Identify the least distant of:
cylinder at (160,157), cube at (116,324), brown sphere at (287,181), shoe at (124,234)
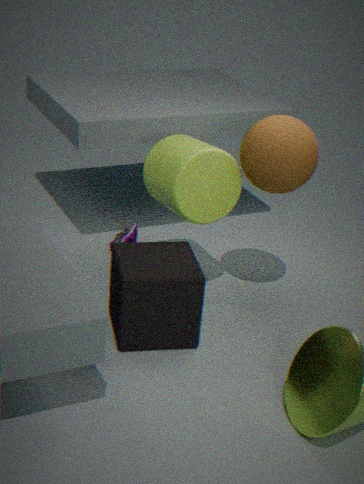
cube at (116,324)
